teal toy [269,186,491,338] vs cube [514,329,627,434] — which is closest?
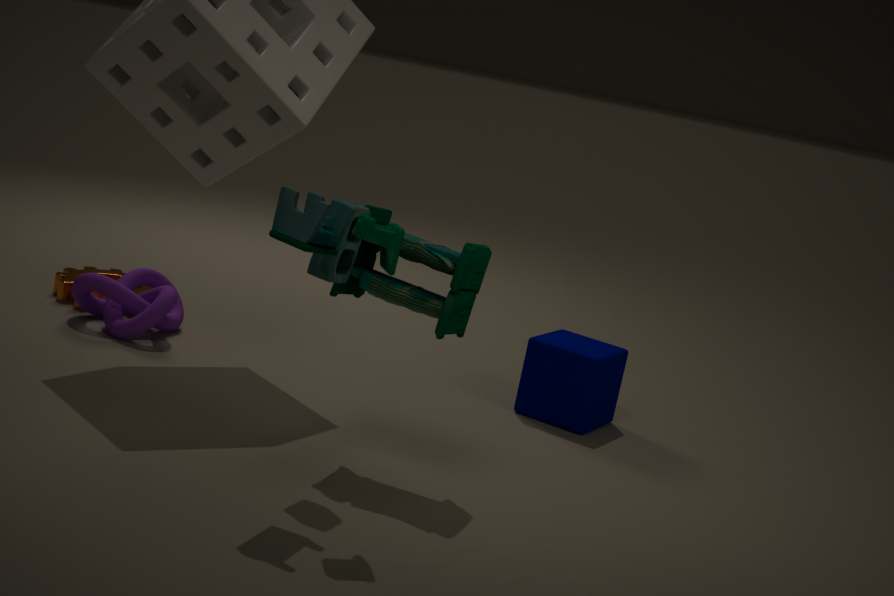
teal toy [269,186,491,338]
